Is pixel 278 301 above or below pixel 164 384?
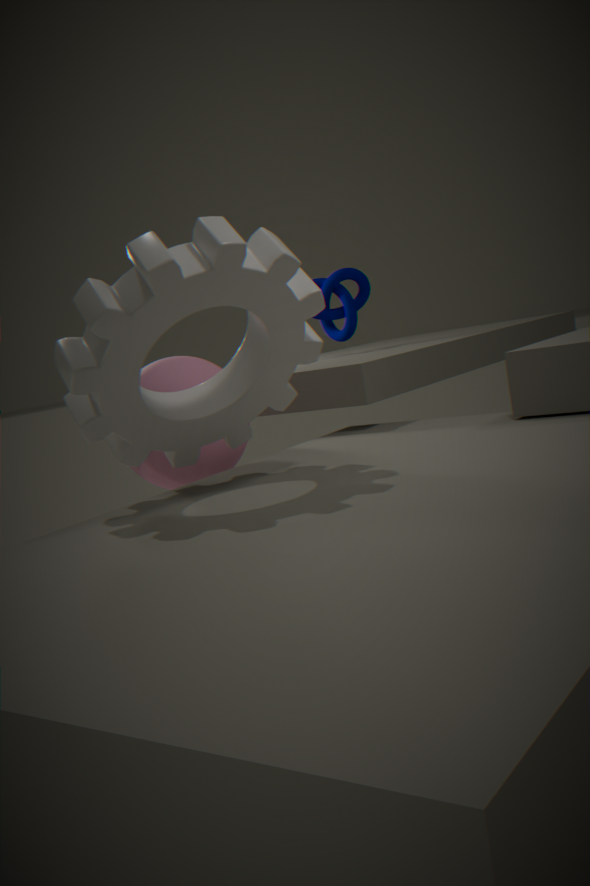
above
